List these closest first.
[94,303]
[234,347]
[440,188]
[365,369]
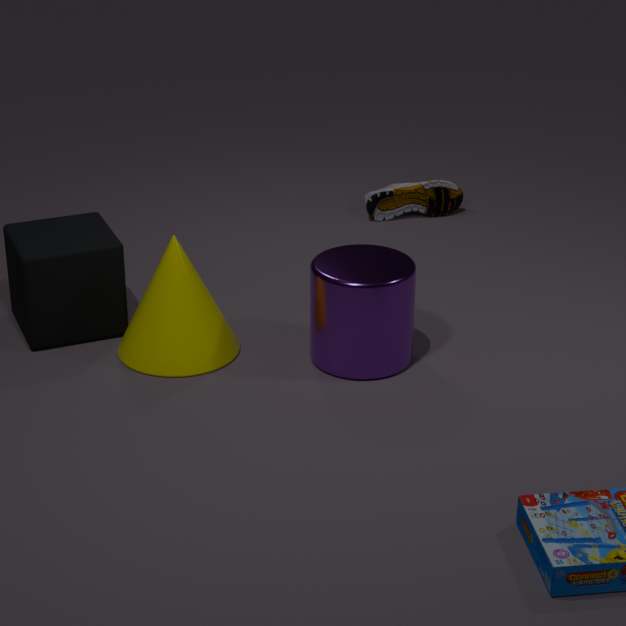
[365,369] → [234,347] → [94,303] → [440,188]
